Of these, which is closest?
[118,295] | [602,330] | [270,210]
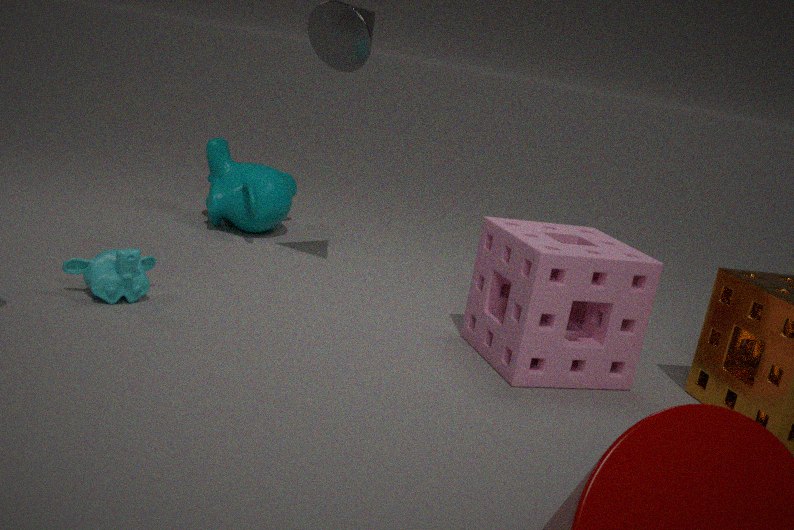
[602,330]
